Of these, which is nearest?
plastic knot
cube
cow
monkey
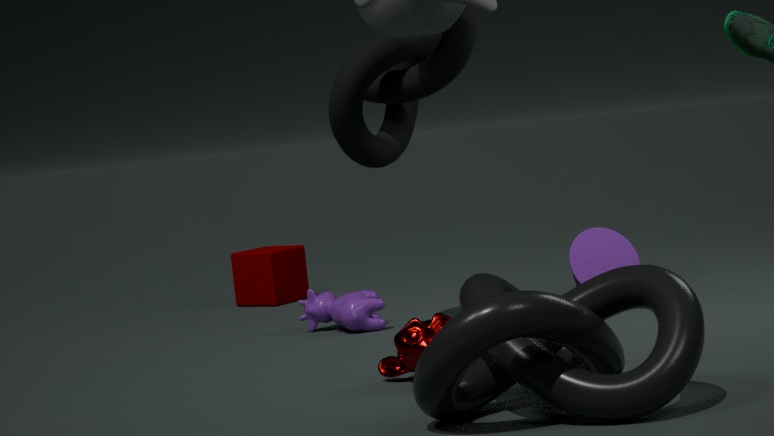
plastic knot
